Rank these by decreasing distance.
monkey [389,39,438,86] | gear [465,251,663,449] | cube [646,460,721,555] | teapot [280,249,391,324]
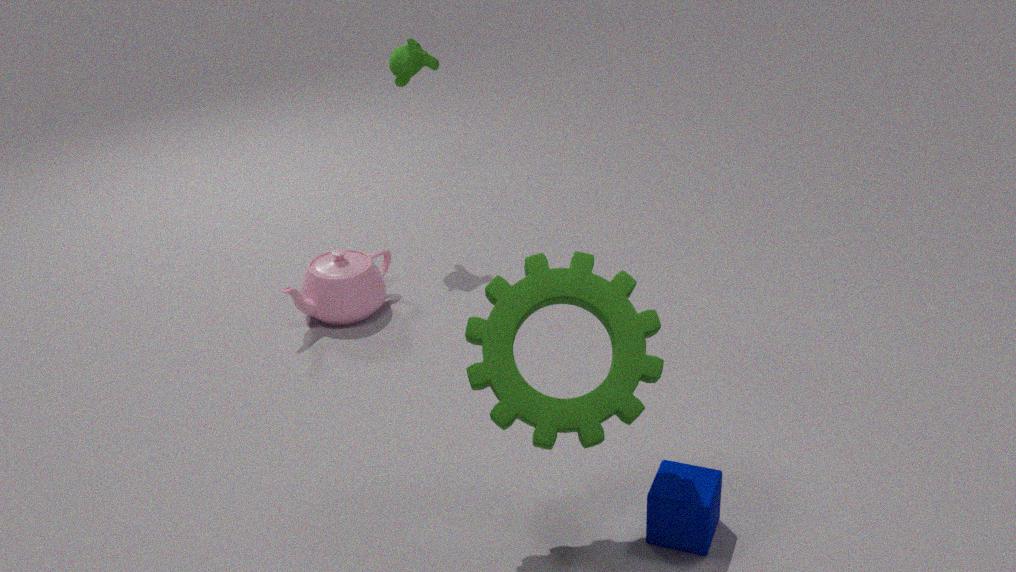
monkey [389,39,438,86] → teapot [280,249,391,324] → cube [646,460,721,555] → gear [465,251,663,449]
